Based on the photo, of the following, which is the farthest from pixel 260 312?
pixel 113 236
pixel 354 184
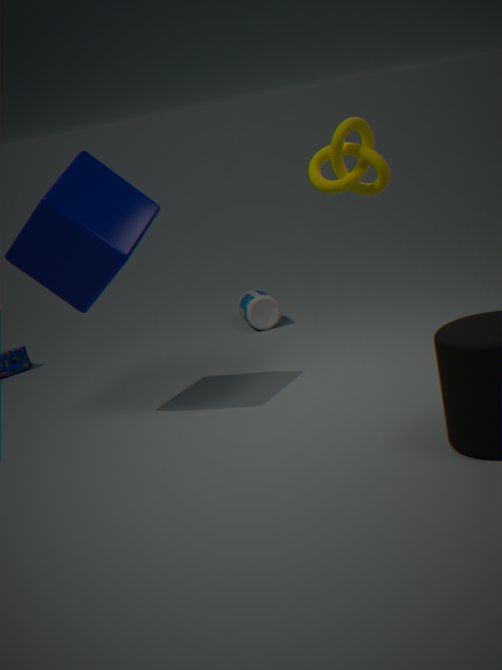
pixel 354 184
